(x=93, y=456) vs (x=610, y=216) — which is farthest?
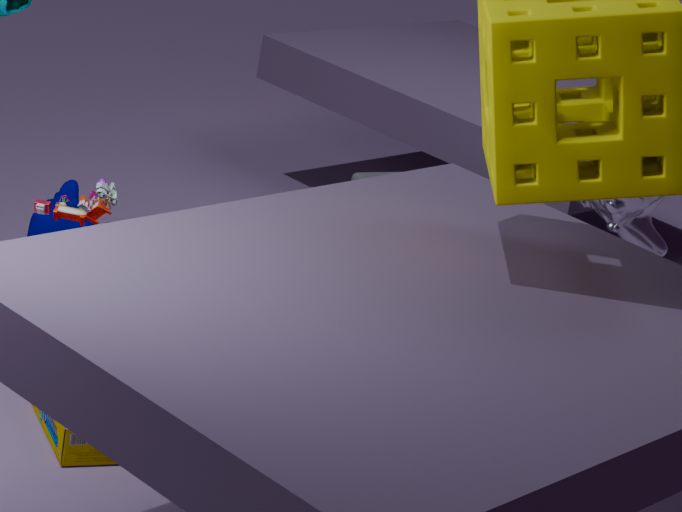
(x=610, y=216)
